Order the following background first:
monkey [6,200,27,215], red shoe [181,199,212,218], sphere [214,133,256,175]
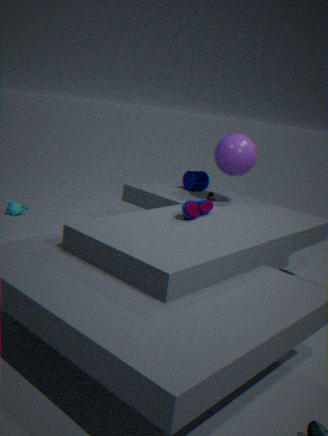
1. monkey [6,200,27,215]
2. sphere [214,133,256,175]
3. red shoe [181,199,212,218]
